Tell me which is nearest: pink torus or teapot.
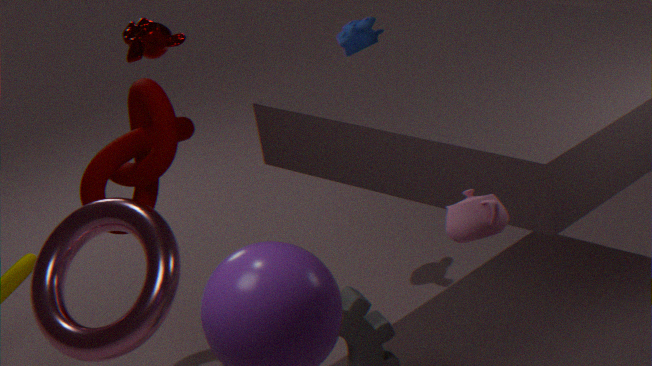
teapot
